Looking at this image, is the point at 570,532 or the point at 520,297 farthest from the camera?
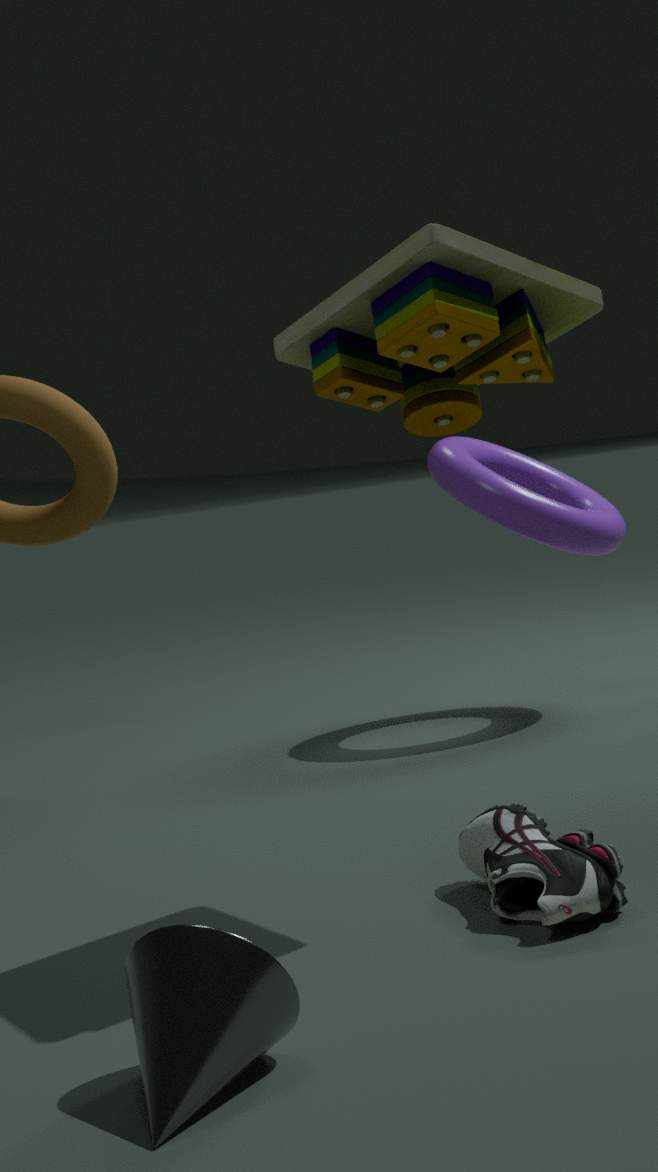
the point at 570,532
